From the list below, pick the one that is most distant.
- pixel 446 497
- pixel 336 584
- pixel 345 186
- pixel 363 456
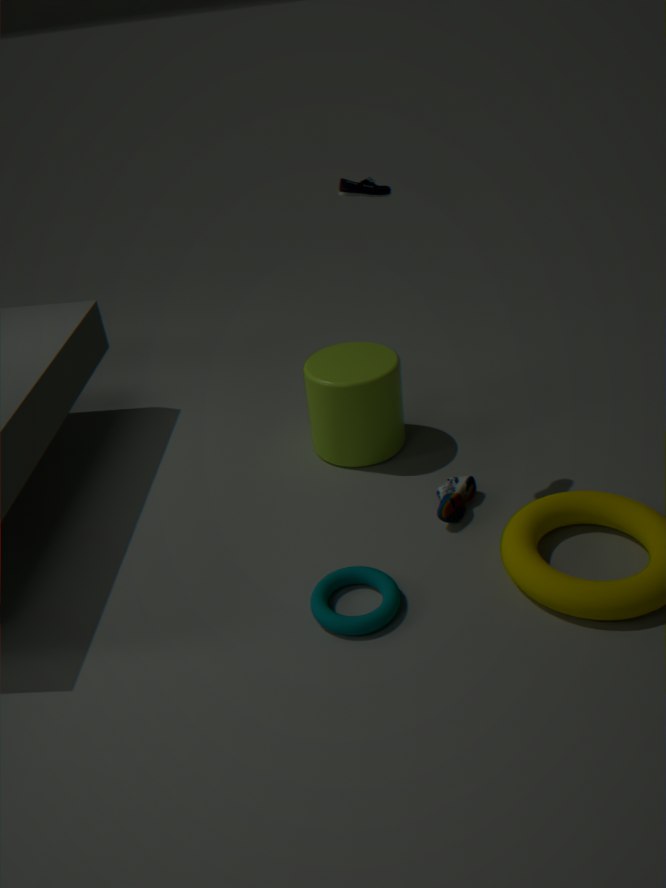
pixel 363 456
